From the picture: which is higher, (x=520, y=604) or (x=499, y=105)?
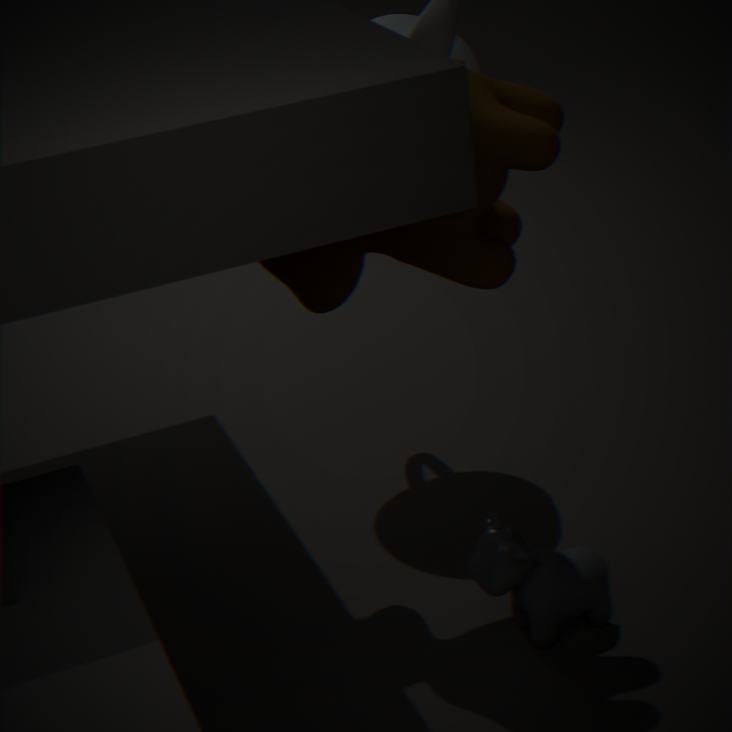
(x=499, y=105)
